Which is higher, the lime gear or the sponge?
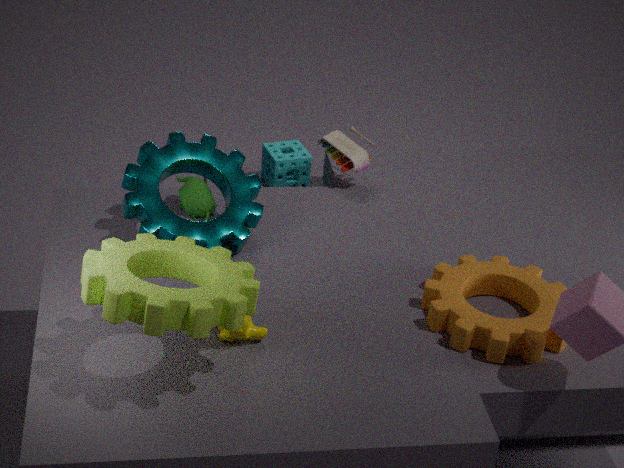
the lime gear
